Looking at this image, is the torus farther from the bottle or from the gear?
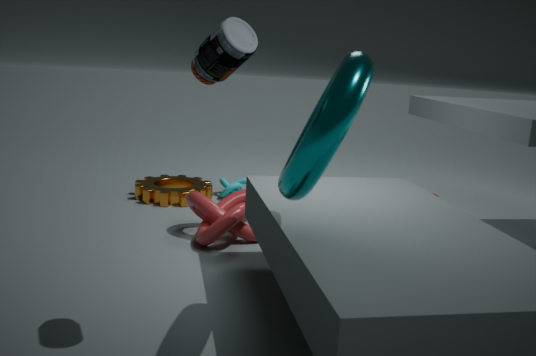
the gear
